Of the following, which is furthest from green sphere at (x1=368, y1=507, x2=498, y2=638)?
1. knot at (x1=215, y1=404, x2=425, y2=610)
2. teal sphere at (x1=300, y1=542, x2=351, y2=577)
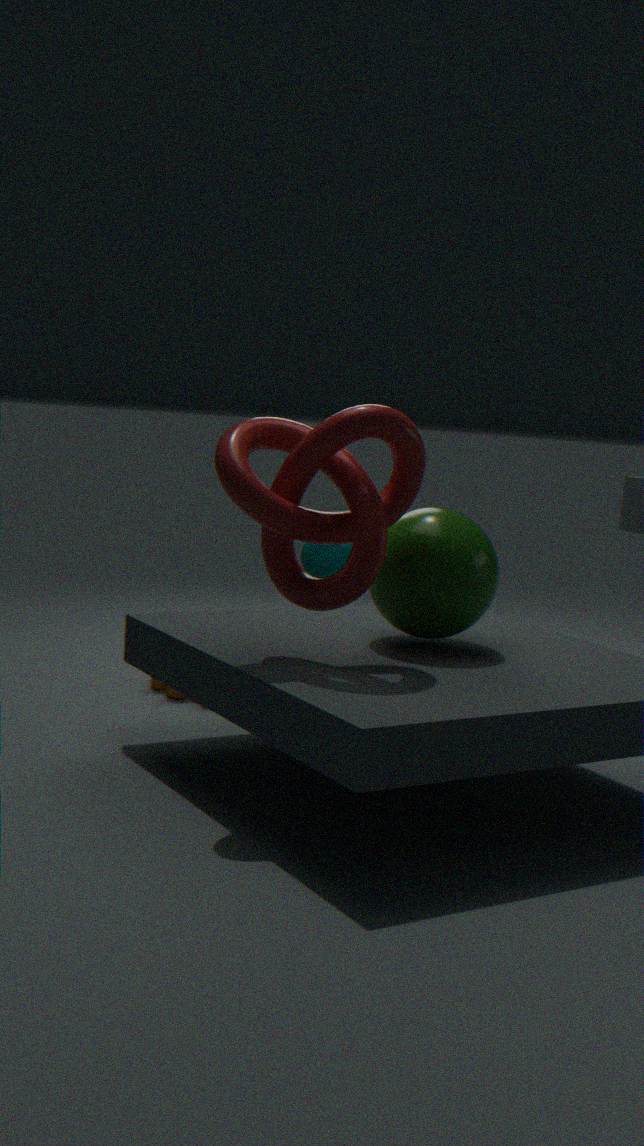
teal sphere at (x1=300, y1=542, x2=351, y2=577)
